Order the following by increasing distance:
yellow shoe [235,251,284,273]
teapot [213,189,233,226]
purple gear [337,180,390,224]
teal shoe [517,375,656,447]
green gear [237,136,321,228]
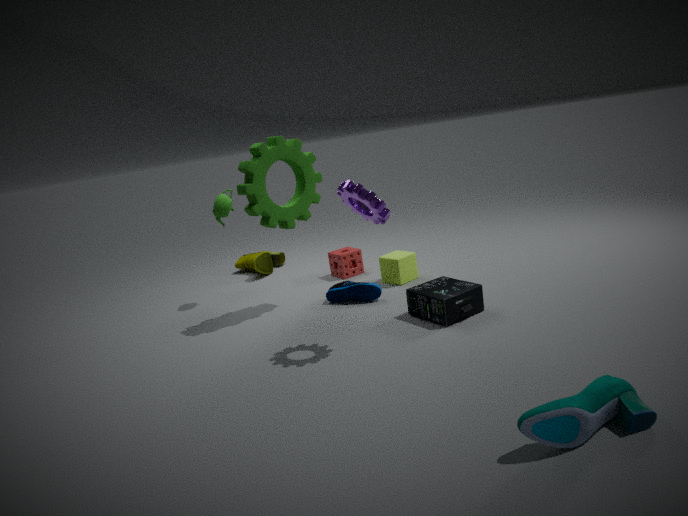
teal shoe [517,375,656,447] < purple gear [337,180,390,224] < green gear [237,136,321,228] < teapot [213,189,233,226] < yellow shoe [235,251,284,273]
